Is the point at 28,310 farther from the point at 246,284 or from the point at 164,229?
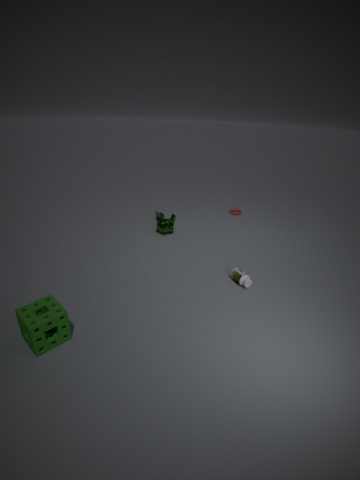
the point at 164,229
